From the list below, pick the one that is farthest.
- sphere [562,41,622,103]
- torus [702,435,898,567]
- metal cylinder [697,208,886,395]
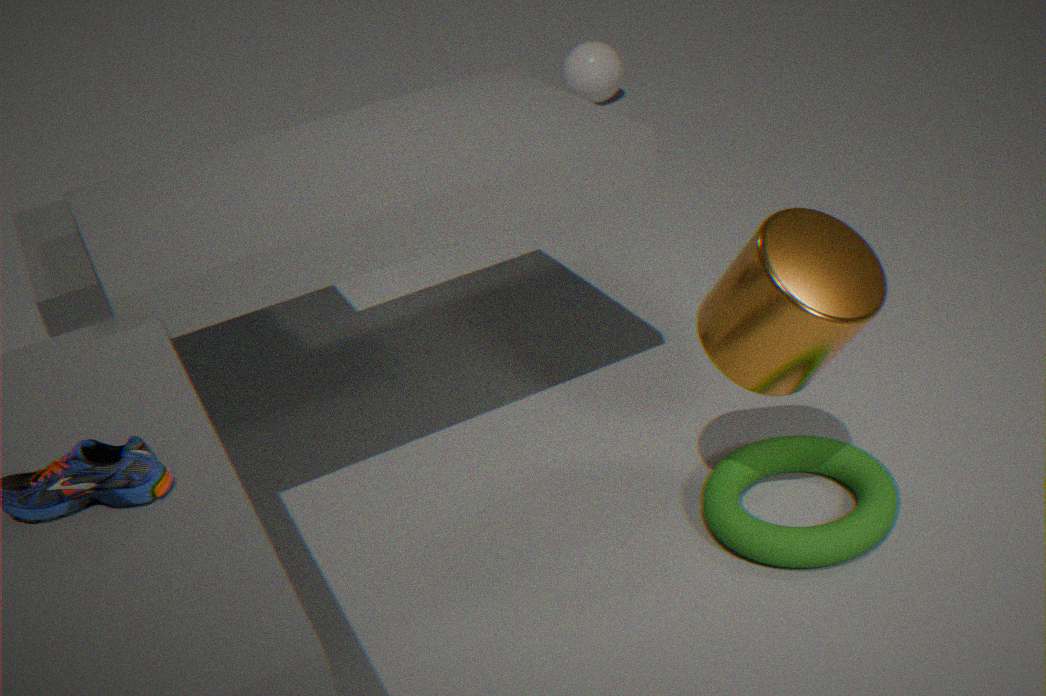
sphere [562,41,622,103]
